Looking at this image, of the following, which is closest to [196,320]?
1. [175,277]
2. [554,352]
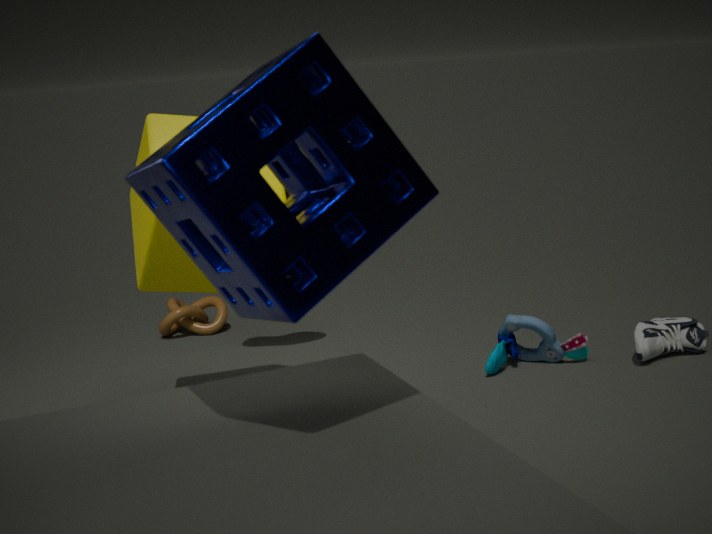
[175,277]
